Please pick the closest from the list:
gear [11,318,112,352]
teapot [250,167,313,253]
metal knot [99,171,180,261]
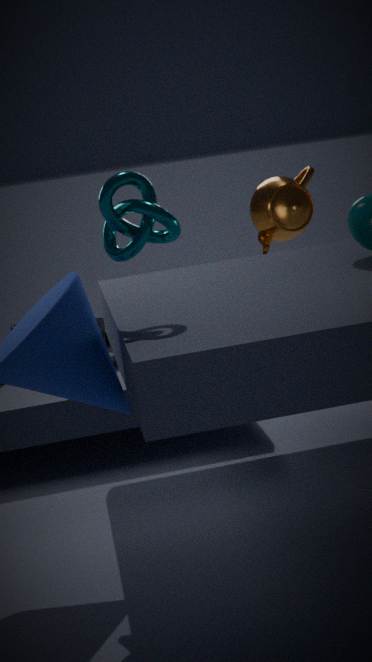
metal knot [99,171,180,261]
